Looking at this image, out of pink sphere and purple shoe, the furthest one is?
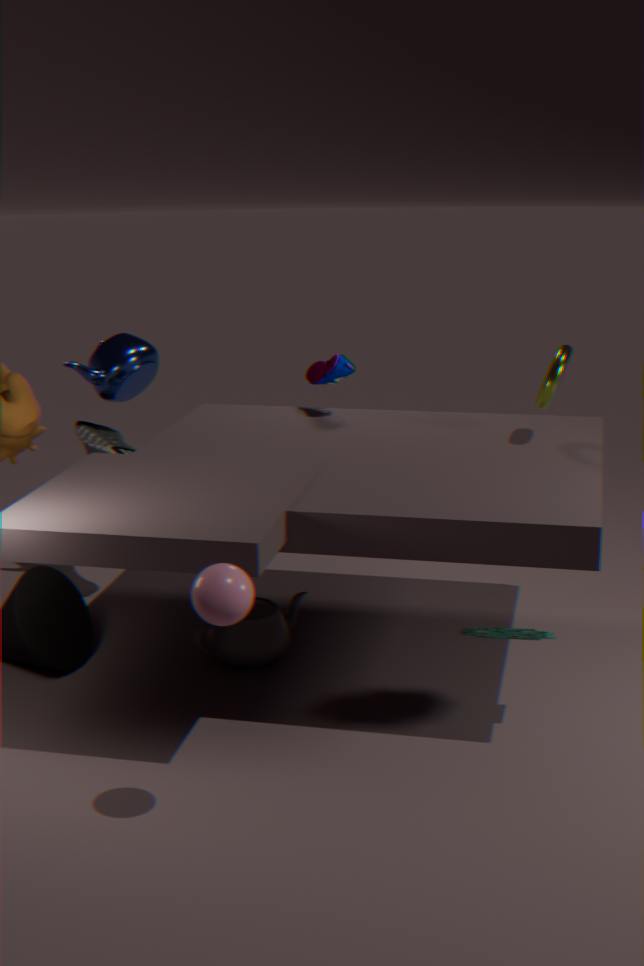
purple shoe
